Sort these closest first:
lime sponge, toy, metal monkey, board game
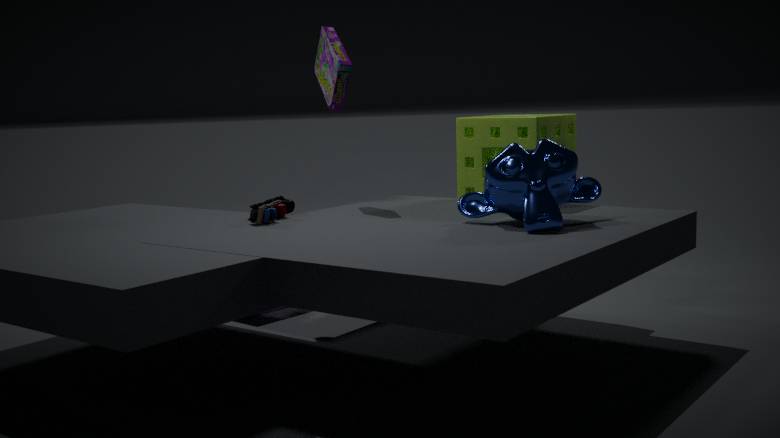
metal monkey < toy < lime sponge < board game
